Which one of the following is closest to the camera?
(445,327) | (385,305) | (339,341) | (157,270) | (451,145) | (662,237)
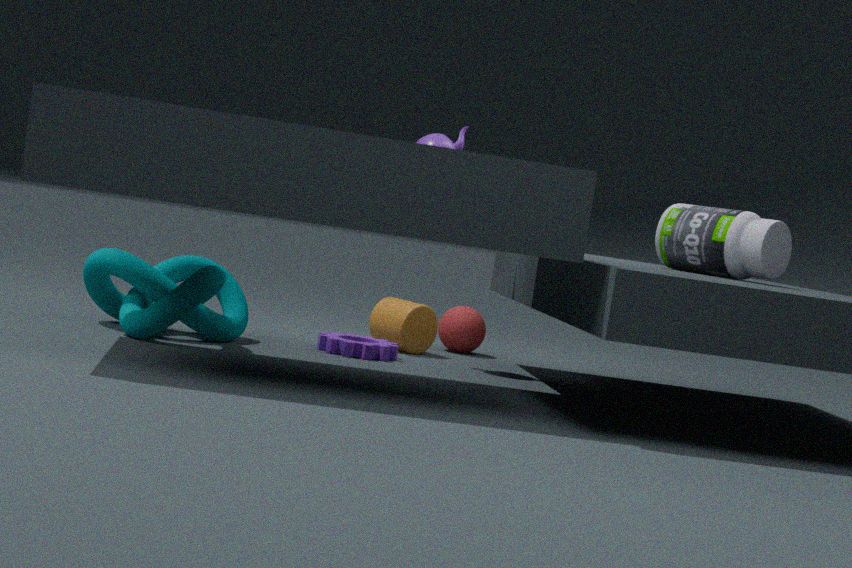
(157,270)
